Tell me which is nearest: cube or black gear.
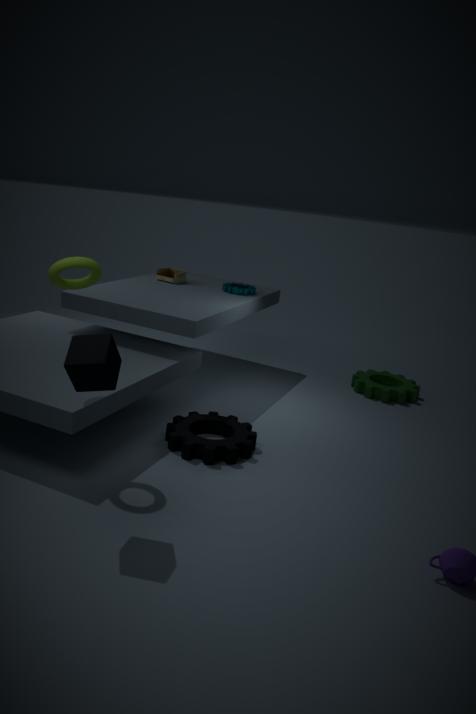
cube
